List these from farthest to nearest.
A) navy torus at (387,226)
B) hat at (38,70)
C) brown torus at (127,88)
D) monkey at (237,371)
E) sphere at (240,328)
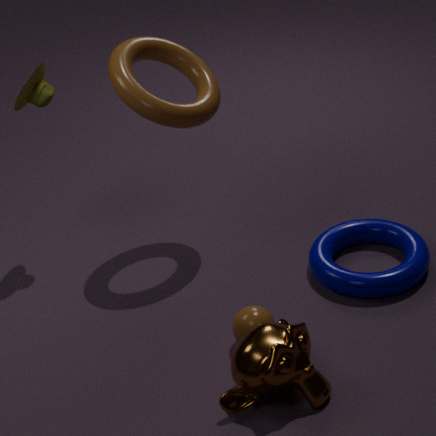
1. hat at (38,70)
2. brown torus at (127,88)
3. navy torus at (387,226)
4. sphere at (240,328)
5. monkey at (237,371)
